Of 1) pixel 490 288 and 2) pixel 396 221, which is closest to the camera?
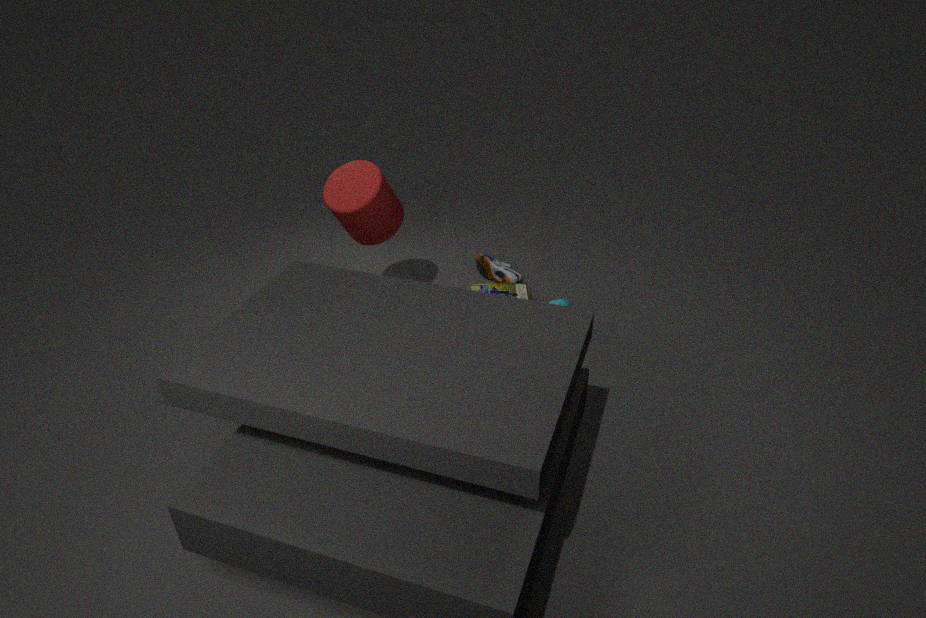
2. pixel 396 221
